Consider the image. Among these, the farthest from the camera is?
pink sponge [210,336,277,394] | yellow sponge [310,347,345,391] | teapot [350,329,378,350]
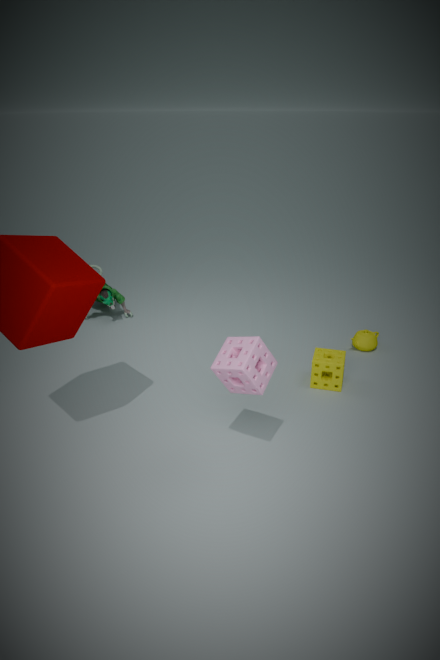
teapot [350,329,378,350]
